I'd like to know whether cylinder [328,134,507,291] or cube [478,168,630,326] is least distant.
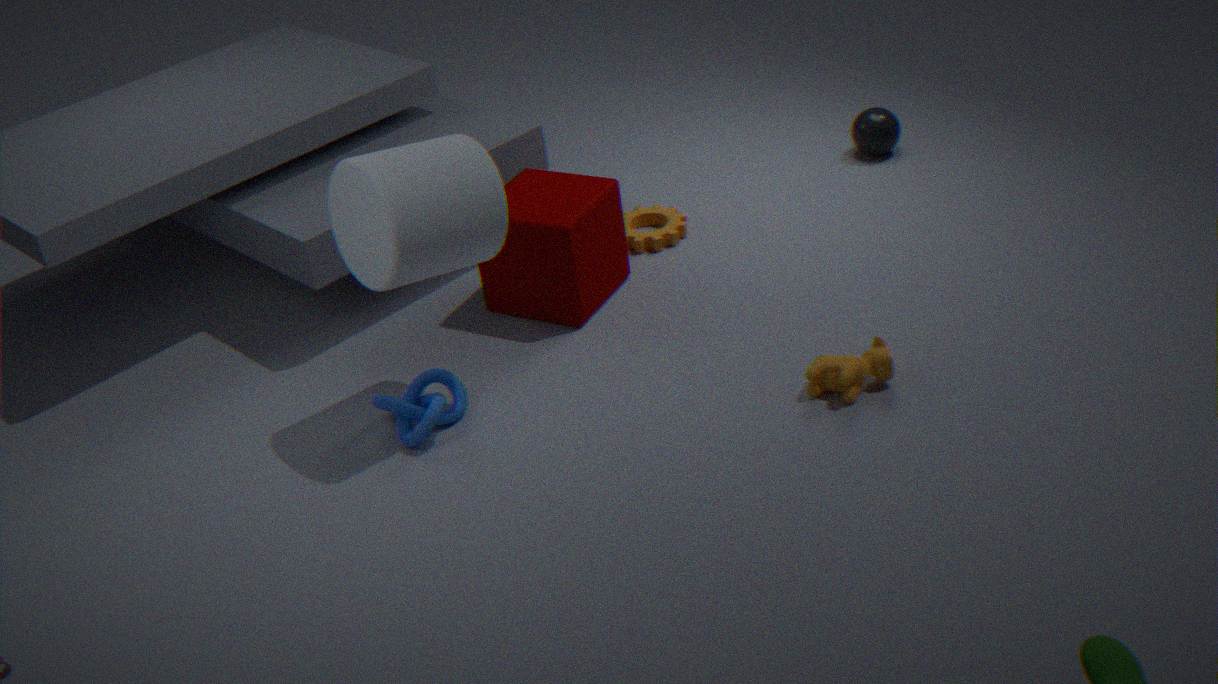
cylinder [328,134,507,291]
